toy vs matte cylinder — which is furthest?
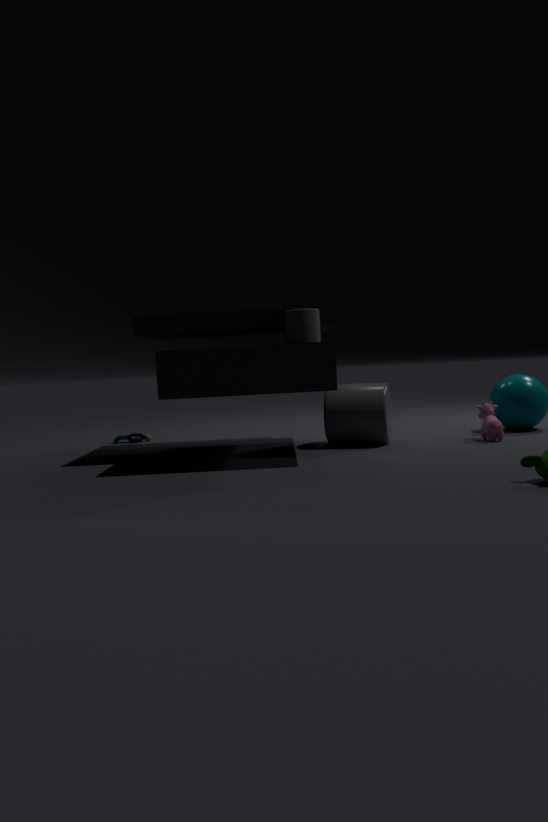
toy
